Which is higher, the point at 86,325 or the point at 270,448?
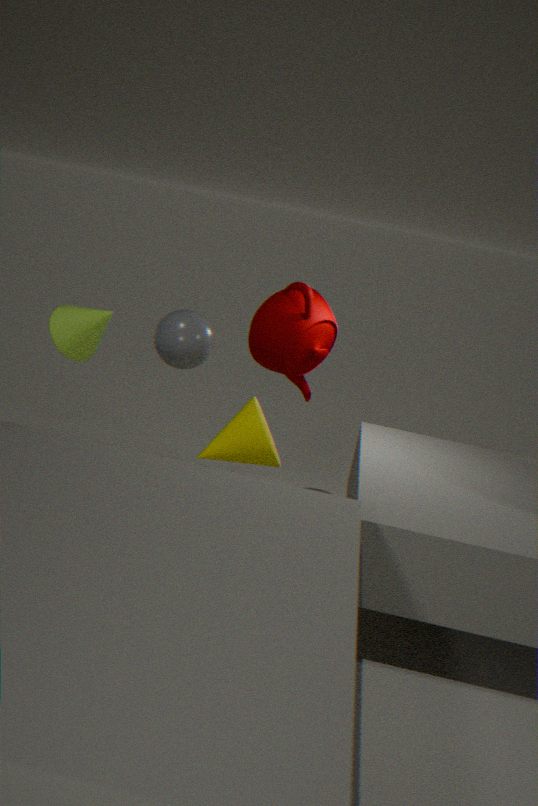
the point at 86,325
